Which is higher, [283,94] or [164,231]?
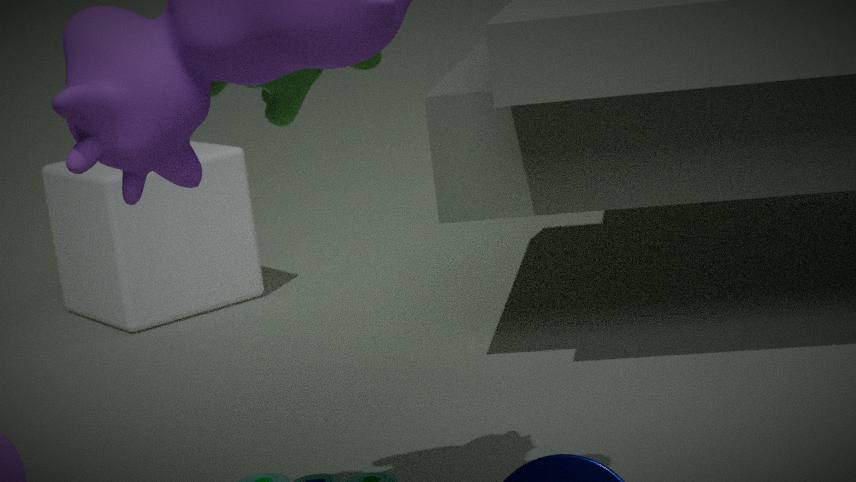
[283,94]
